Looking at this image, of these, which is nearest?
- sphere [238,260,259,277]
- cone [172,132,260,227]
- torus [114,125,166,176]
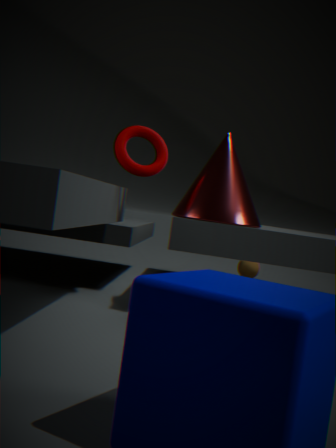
cone [172,132,260,227]
